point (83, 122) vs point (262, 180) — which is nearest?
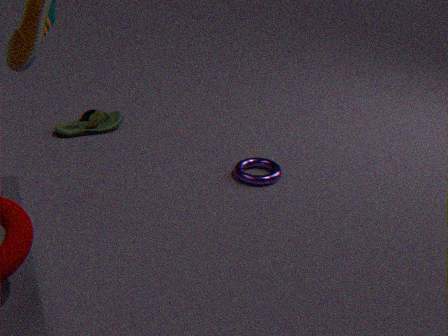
point (262, 180)
